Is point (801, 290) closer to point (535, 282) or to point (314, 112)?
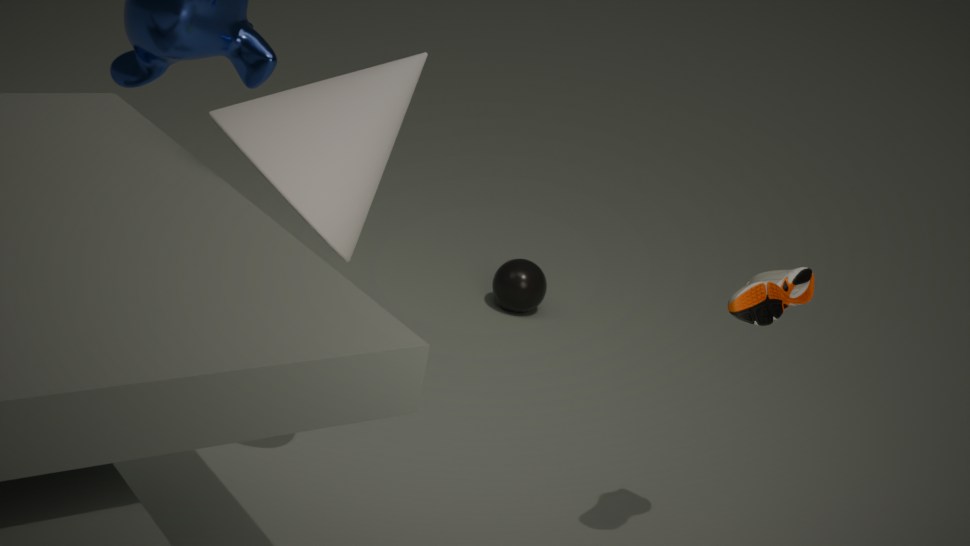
point (314, 112)
